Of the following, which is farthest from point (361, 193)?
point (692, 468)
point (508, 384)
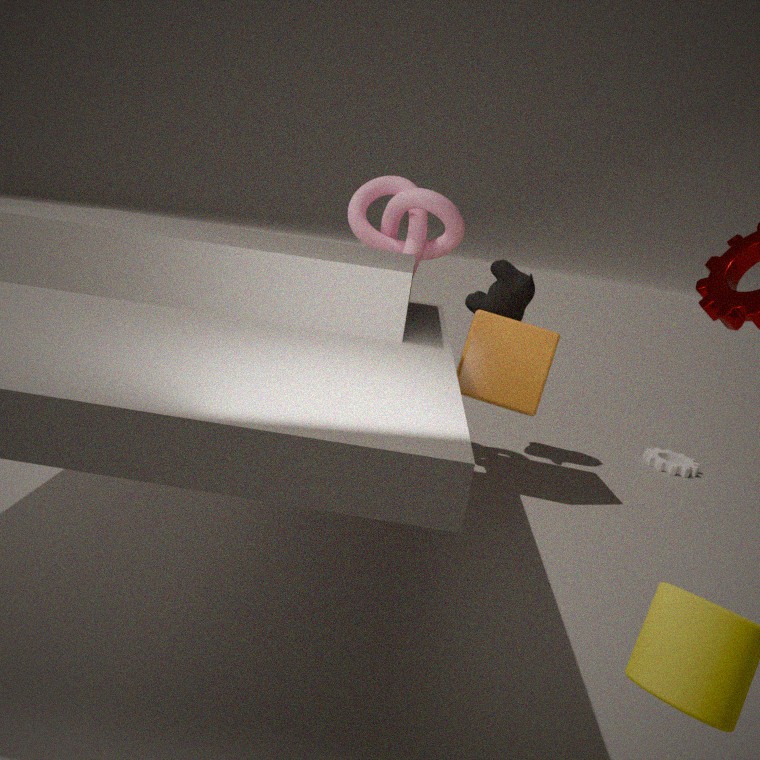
point (692, 468)
